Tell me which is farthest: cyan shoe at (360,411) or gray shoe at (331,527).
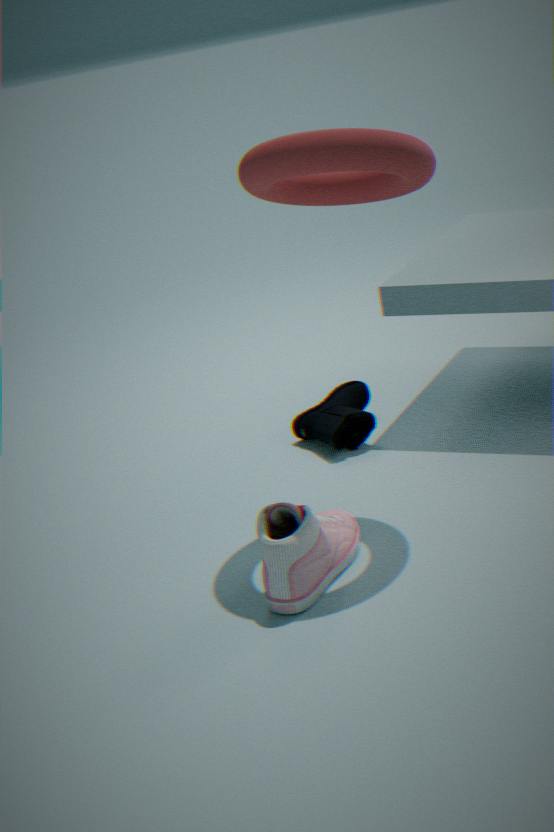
cyan shoe at (360,411)
